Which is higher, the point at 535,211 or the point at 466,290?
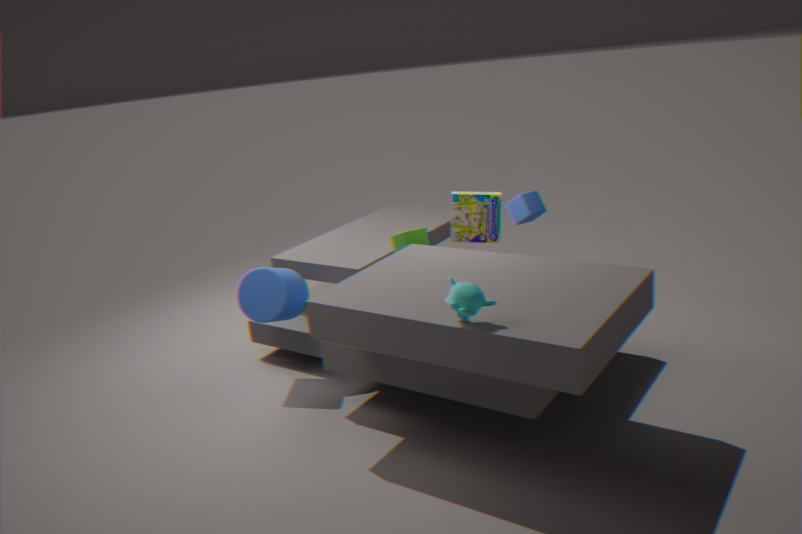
the point at 466,290
